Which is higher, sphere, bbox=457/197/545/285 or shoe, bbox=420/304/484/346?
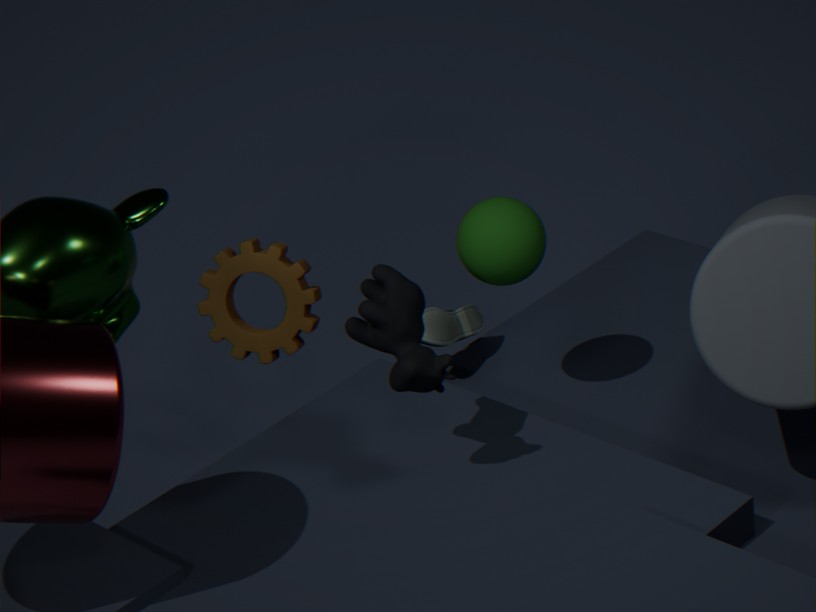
sphere, bbox=457/197/545/285
